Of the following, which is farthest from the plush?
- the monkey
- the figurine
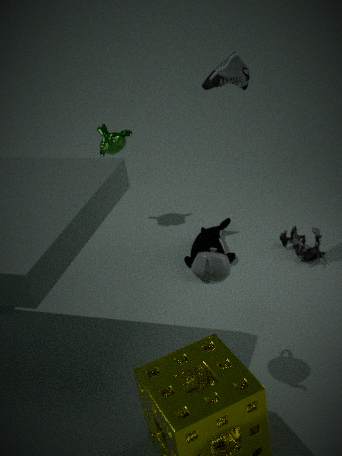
the monkey
